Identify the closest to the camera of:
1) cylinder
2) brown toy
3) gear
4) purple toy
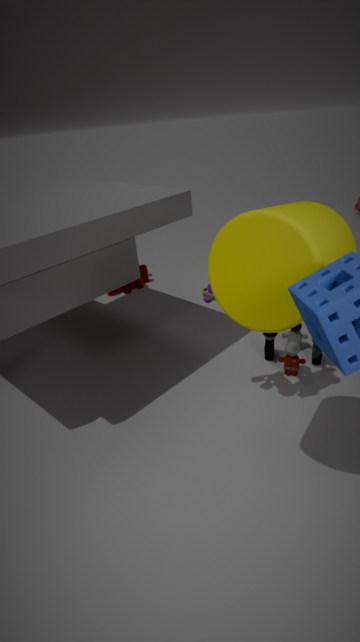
1. cylinder
